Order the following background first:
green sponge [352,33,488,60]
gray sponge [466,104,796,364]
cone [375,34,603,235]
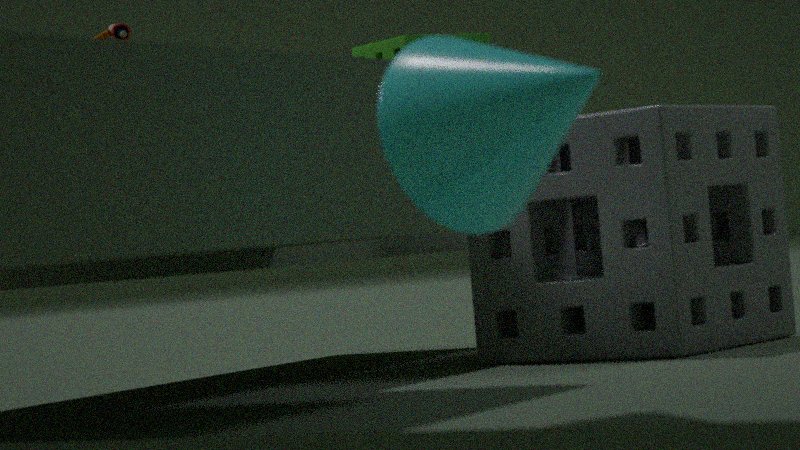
green sponge [352,33,488,60] < gray sponge [466,104,796,364] < cone [375,34,603,235]
